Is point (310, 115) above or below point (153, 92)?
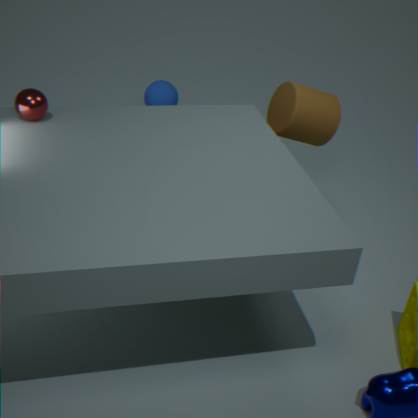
above
